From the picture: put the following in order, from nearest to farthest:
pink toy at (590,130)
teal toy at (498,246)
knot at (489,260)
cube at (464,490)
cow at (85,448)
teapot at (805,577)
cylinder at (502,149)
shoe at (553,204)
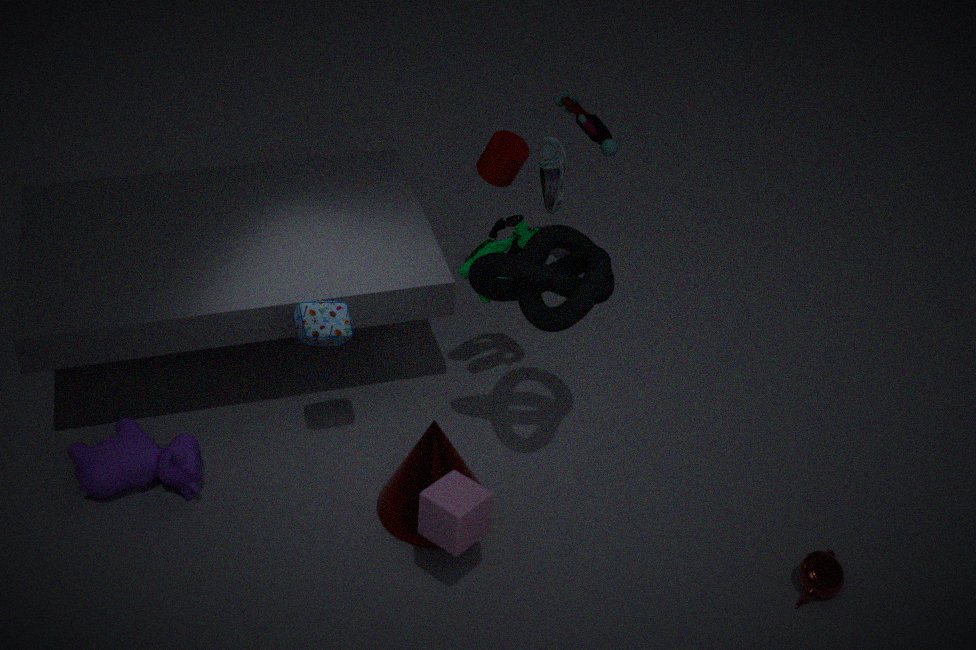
1. knot at (489,260)
2. cube at (464,490)
3. teapot at (805,577)
4. cow at (85,448)
5. teal toy at (498,246)
6. shoe at (553,204)
7. cylinder at (502,149)
8. pink toy at (590,130)
